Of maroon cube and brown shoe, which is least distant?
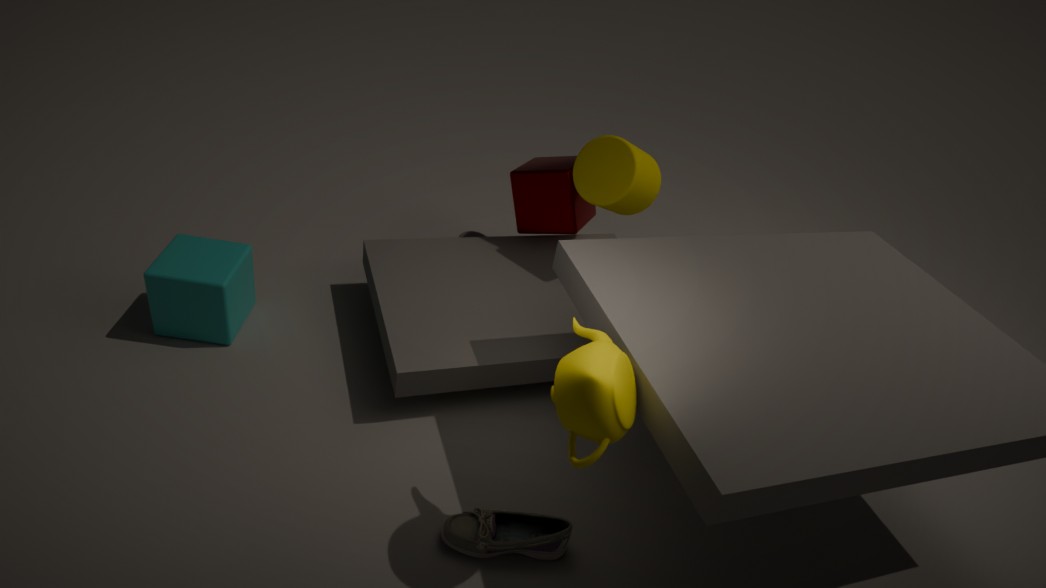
brown shoe
